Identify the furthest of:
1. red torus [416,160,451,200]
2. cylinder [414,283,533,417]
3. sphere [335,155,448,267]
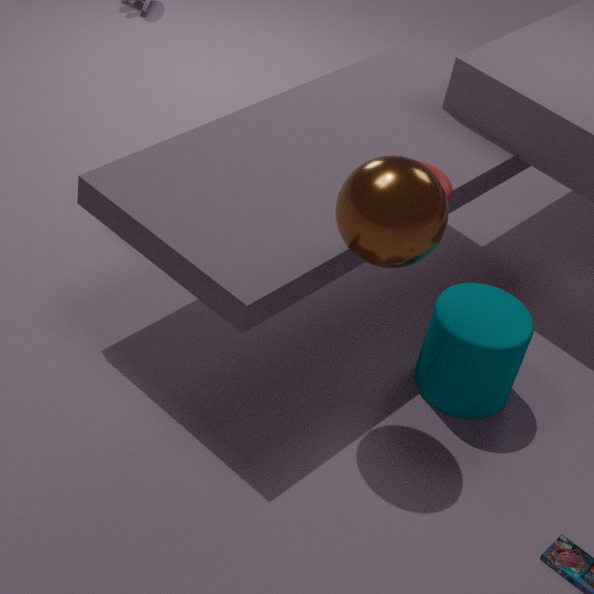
red torus [416,160,451,200]
